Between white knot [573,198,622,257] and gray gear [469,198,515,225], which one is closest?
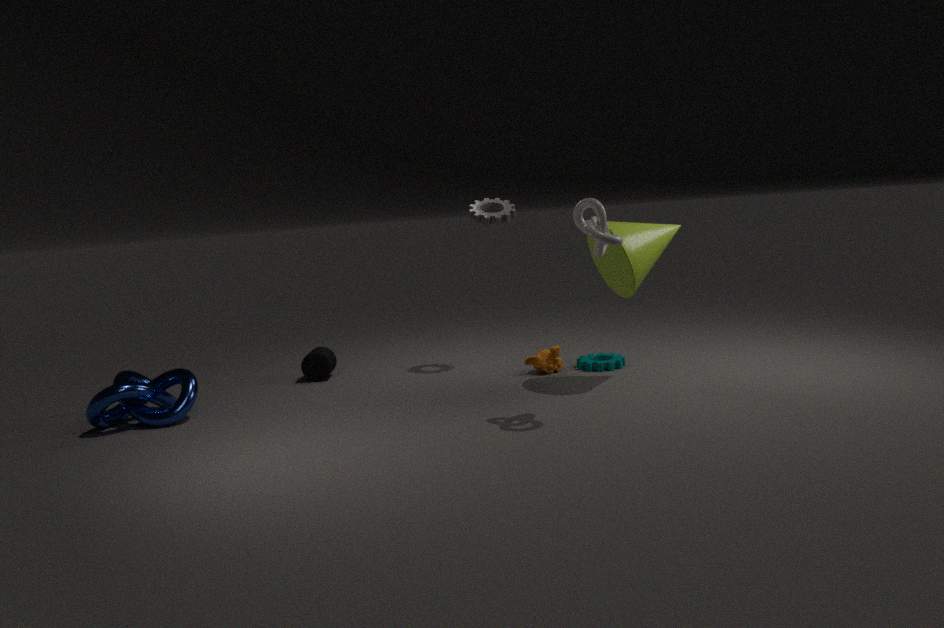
white knot [573,198,622,257]
